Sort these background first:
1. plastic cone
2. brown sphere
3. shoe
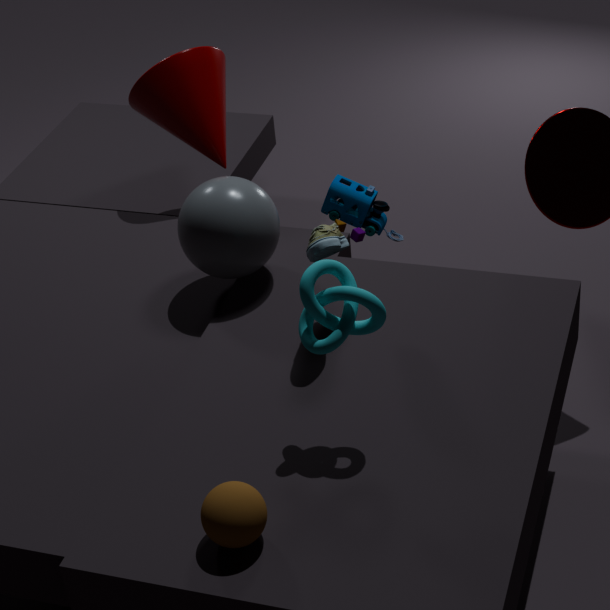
plastic cone < shoe < brown sphere
